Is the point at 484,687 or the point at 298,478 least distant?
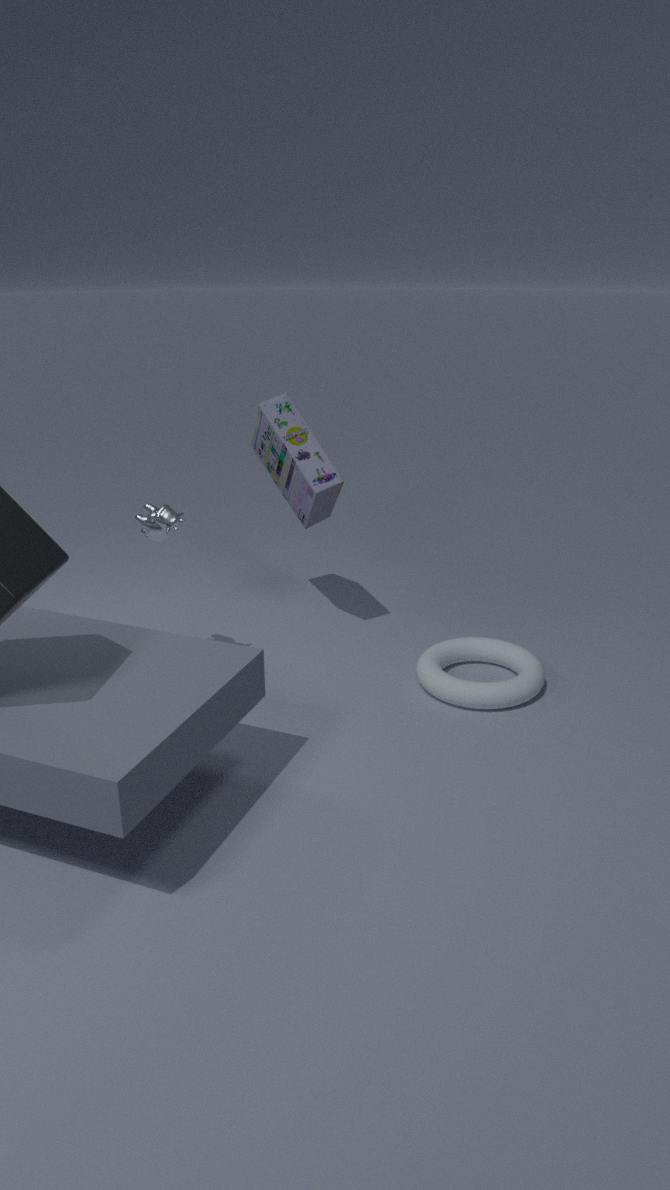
the point at 484,687
